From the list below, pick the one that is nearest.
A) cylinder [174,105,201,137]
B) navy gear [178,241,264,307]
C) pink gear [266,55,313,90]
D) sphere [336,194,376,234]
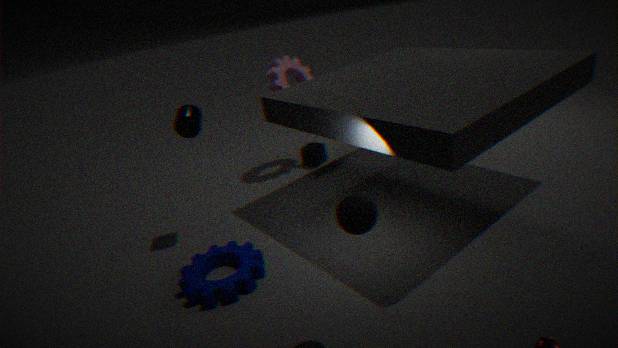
sphere [336,194,376,234]
